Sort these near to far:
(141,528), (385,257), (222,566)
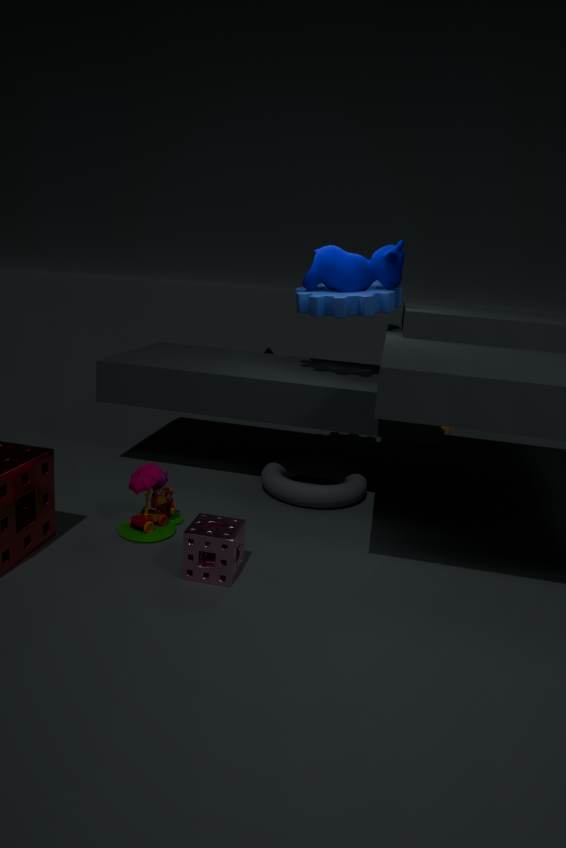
(222,566)
(141,528)
(385,257)
